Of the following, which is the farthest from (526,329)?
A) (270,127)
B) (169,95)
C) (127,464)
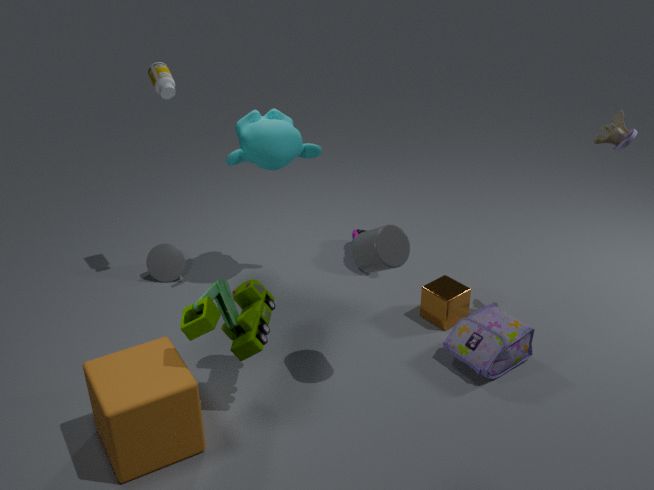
(169,95)
